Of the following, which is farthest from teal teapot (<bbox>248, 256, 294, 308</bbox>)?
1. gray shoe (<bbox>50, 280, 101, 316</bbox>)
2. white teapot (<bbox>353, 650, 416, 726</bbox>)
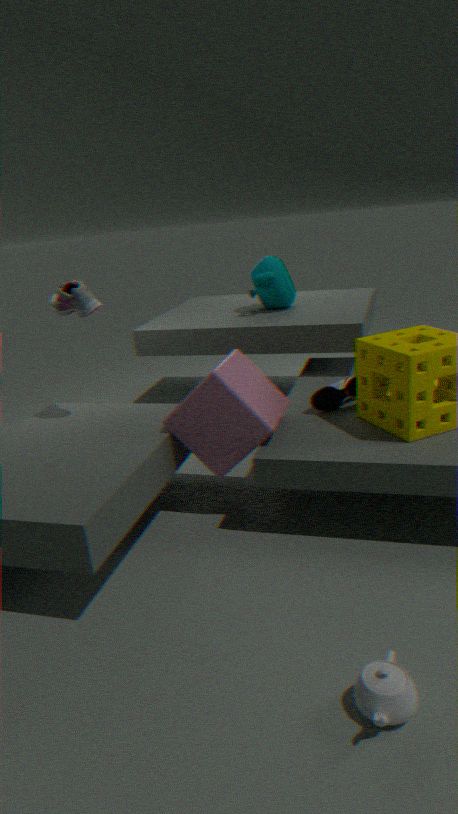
white teapot (<bbox>353, 650, 416, 726</bbox>)
